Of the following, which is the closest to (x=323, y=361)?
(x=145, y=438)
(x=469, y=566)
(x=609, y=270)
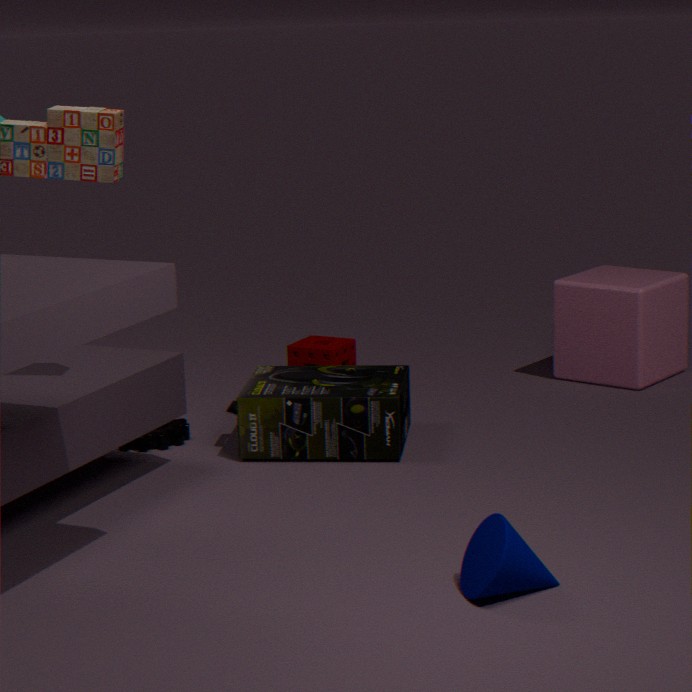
(x=145, y=438)
